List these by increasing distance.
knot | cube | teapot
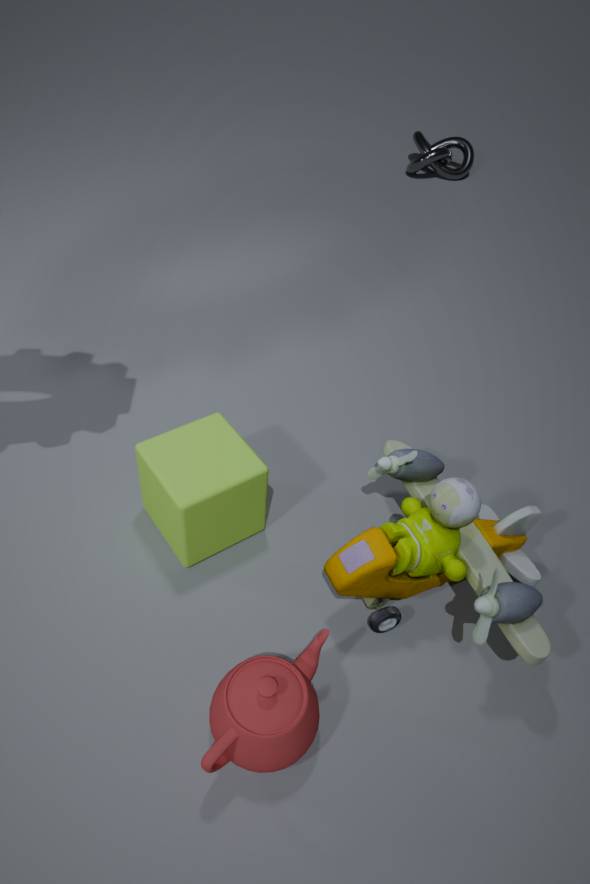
teapot → cube → knot
